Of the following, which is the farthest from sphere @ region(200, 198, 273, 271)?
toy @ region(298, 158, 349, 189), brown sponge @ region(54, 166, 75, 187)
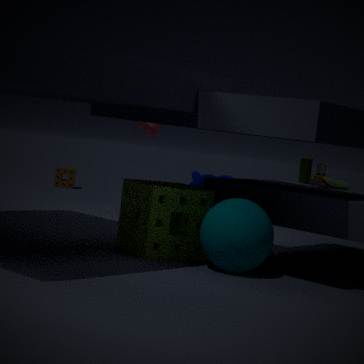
brown sponge @ region(54, 166, 75, 187)
